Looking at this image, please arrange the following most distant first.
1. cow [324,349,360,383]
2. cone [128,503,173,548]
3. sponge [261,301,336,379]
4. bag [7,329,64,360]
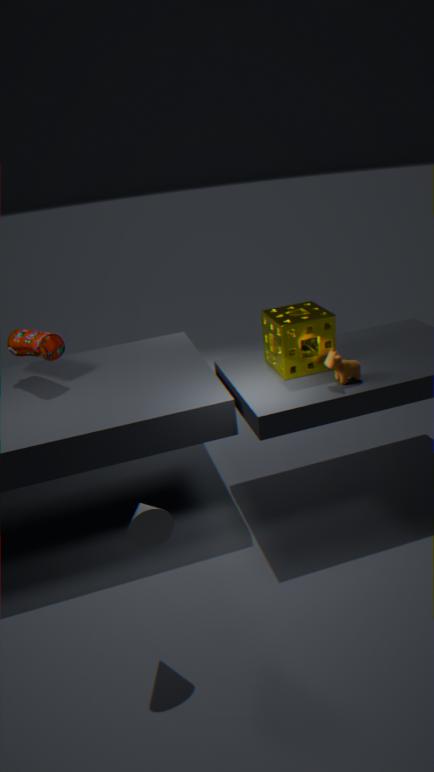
1. bag [7,329,64,360]
2. sponge [261,301,336,379]
3. cow [324,349,360,383]
4. cone [128,503,173,548]
